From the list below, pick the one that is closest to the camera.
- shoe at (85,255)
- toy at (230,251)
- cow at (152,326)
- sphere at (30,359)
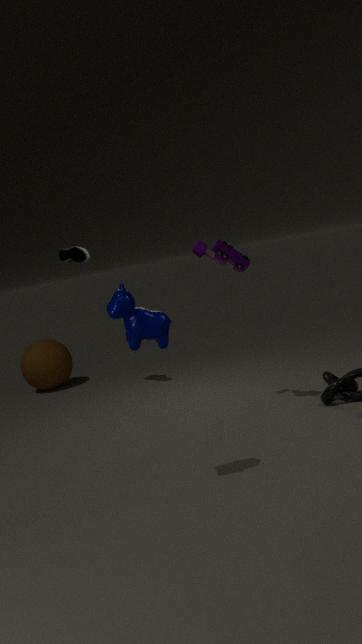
cow at (152,326)
